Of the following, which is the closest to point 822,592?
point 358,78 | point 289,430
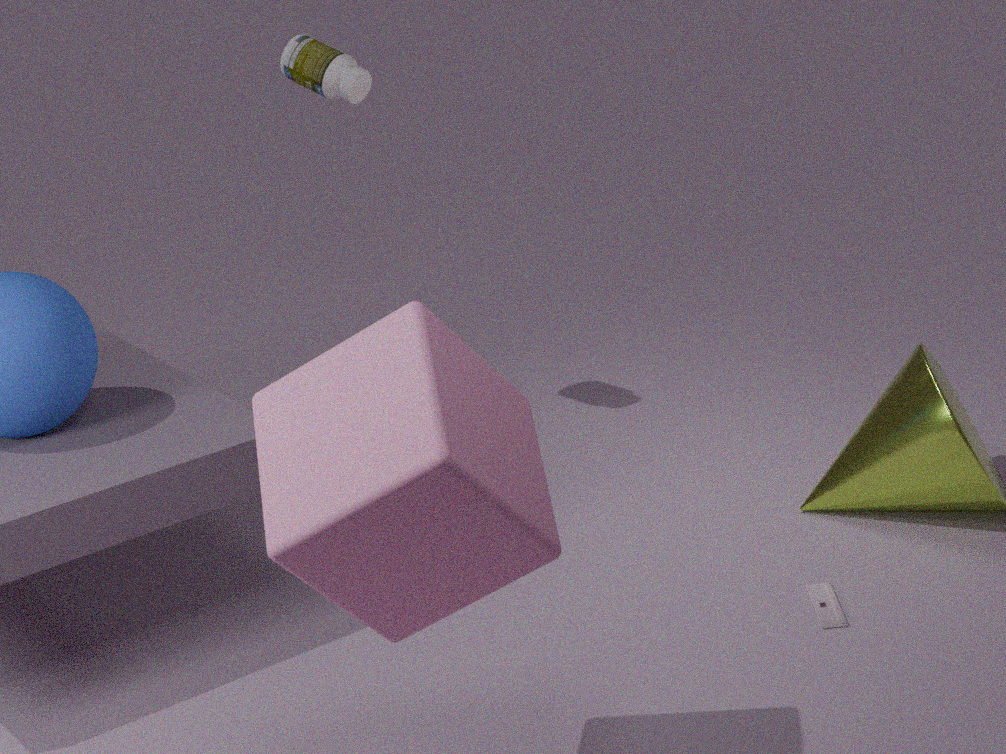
point 289,430
